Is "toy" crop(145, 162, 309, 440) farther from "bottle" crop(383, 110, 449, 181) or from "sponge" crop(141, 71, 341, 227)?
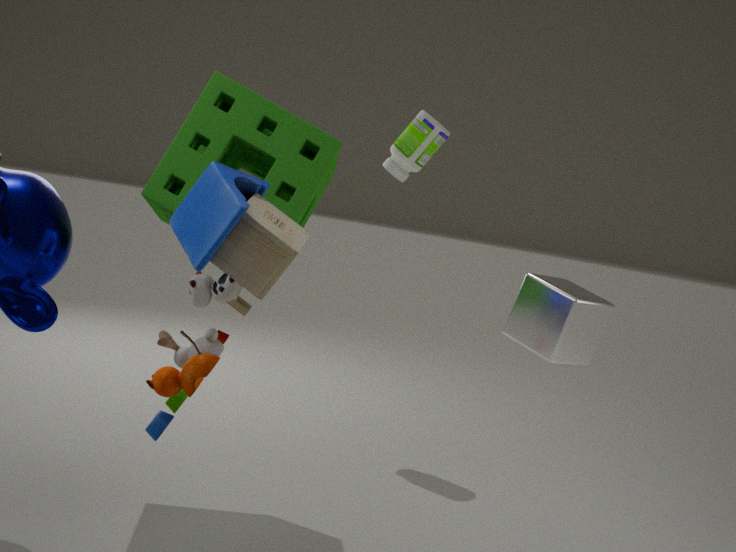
"bottle" crop(383, 110, 449, 181)
